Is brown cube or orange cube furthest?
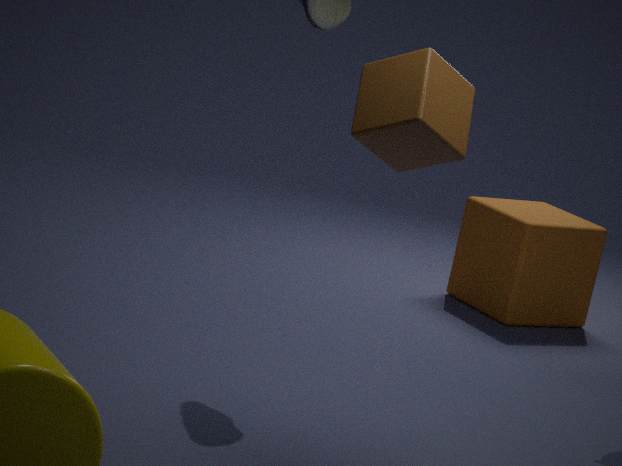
orange cube
